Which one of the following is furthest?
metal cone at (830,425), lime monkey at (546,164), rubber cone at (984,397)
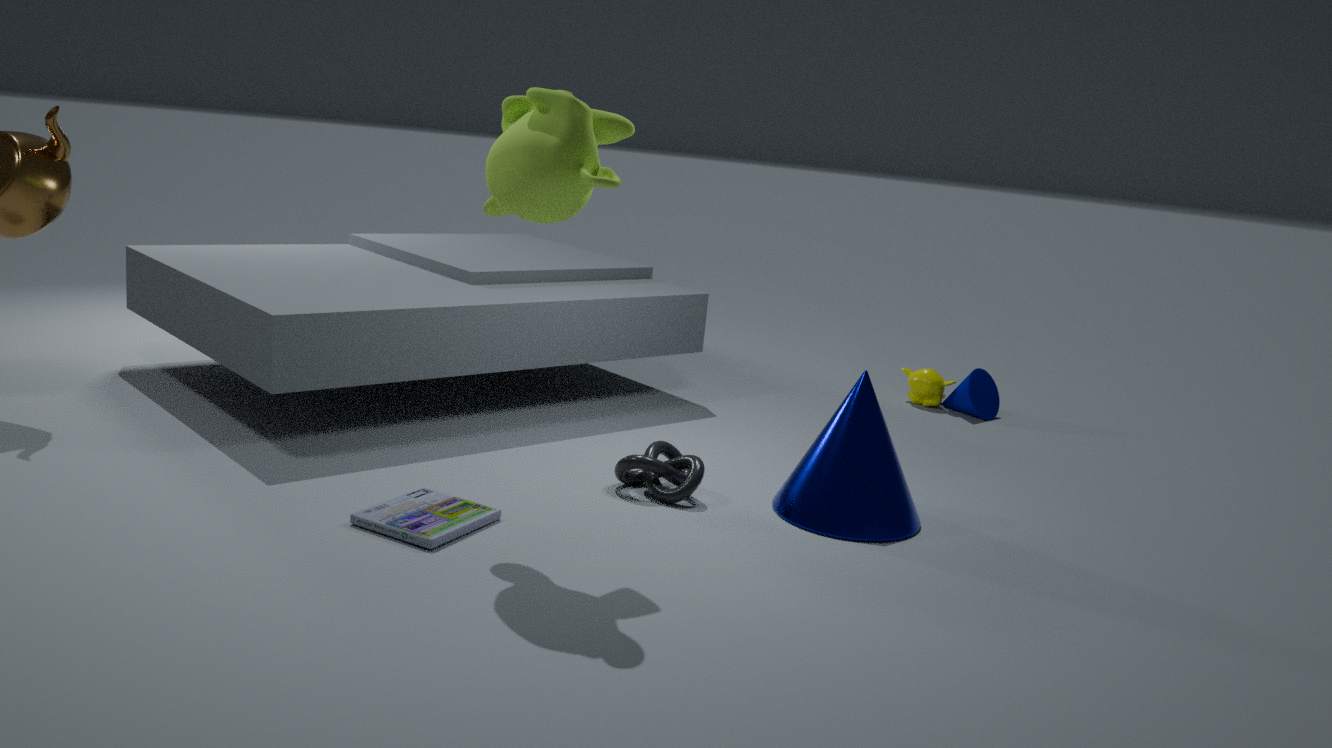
rubber cone at (984,397)
